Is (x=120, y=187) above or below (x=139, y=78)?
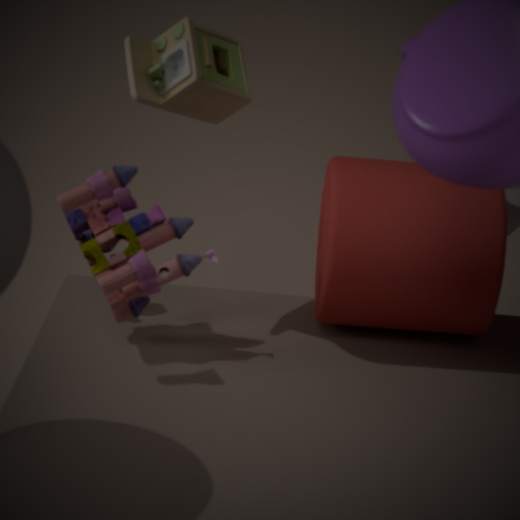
below
